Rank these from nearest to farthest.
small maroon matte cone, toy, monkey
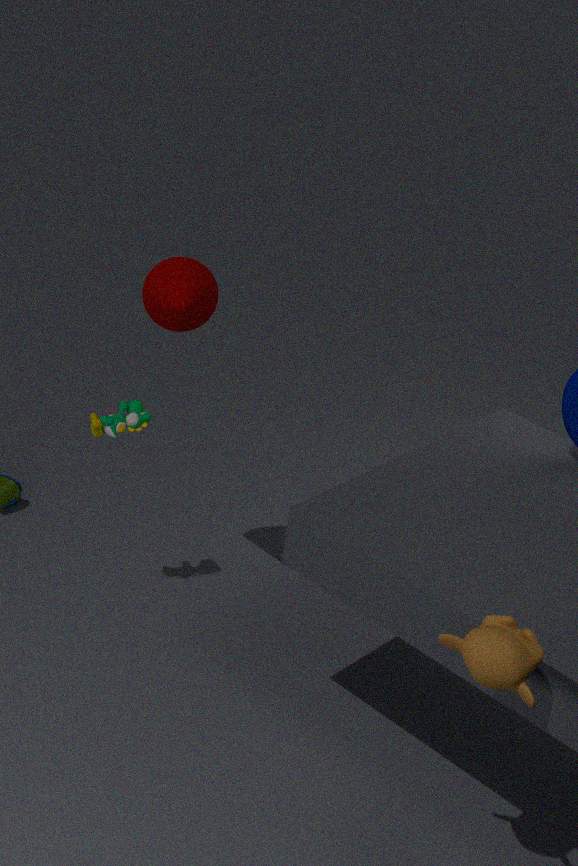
monkey
small maroon matte cone
toy
